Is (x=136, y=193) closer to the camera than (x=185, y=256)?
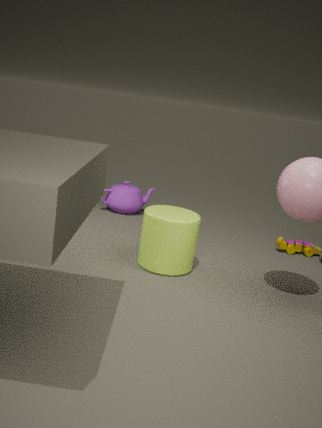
No
